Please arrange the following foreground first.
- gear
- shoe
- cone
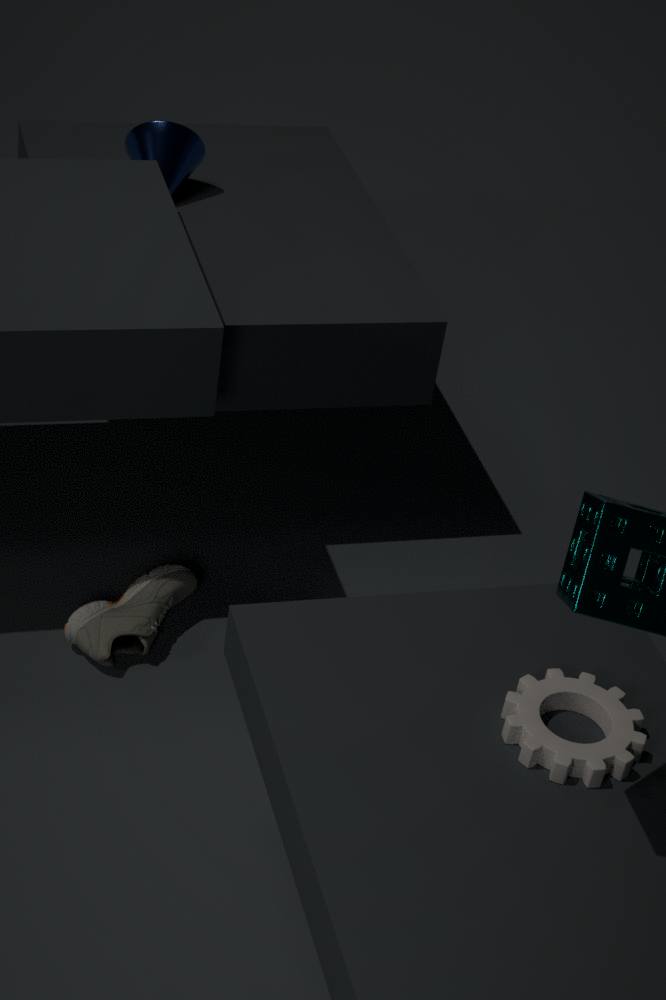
gear < shoe < cone
